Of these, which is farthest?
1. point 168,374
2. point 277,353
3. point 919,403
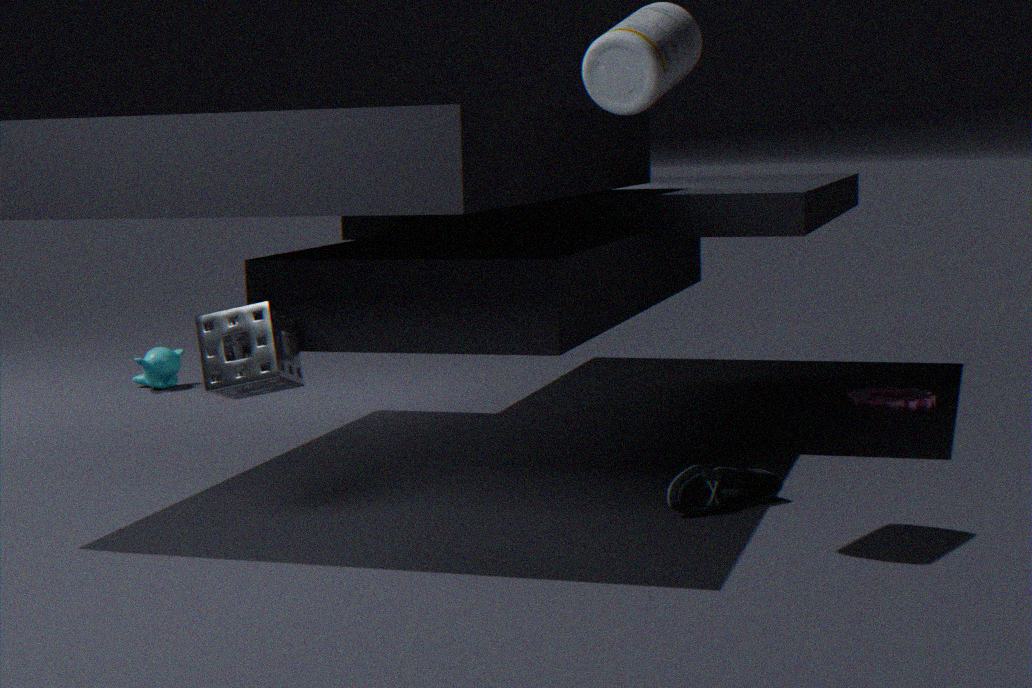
point 168,374
